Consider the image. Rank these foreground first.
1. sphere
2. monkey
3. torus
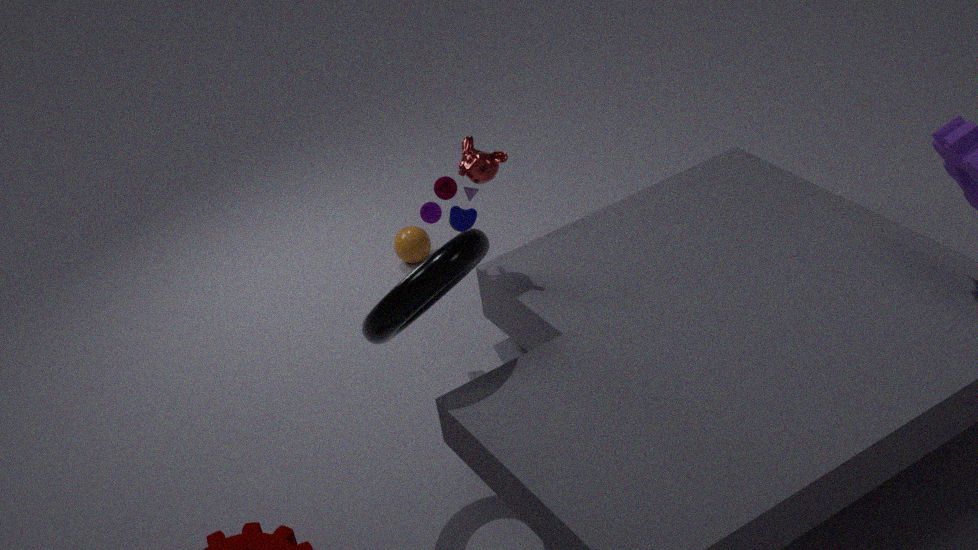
torus → monkey → sphere
